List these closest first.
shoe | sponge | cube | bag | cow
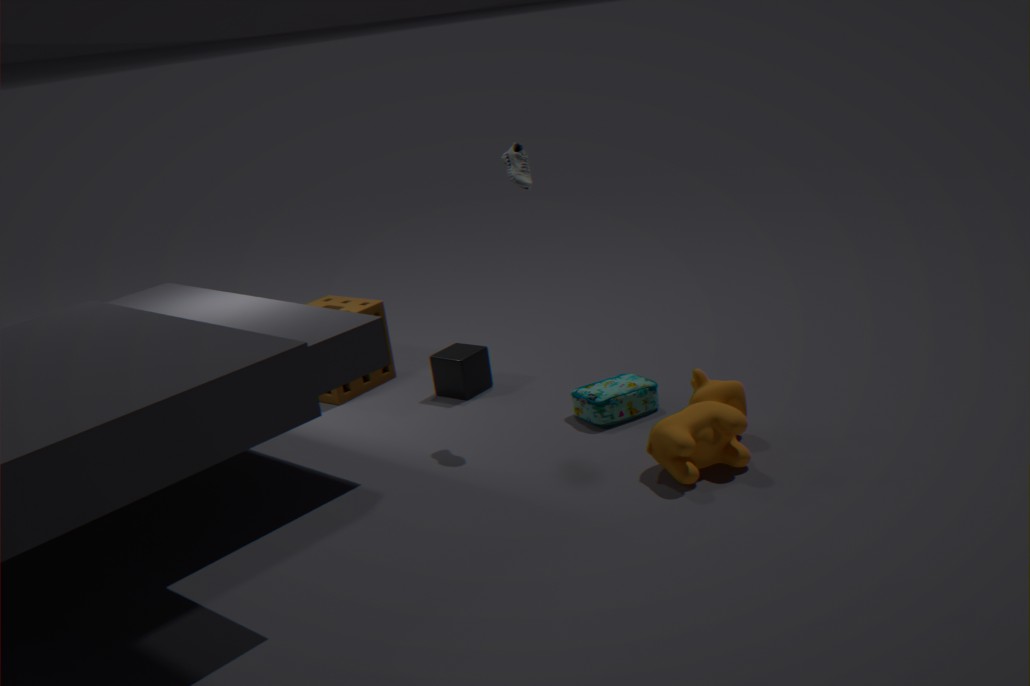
cow < shoe < bag < cube < sponge
